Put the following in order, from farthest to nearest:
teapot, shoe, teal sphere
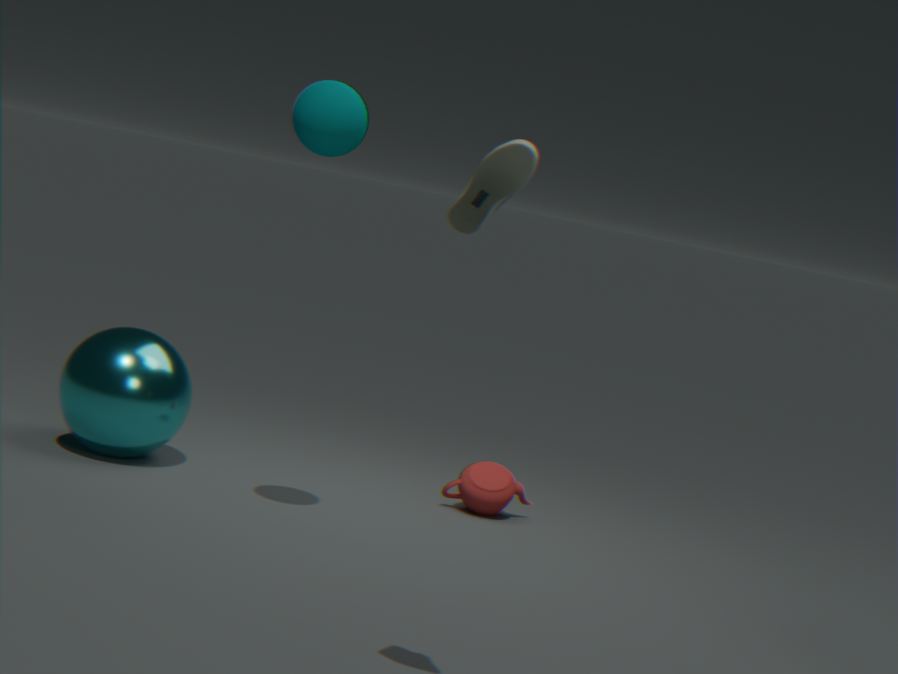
1. teapot
2. teal sphere
3. shoe
